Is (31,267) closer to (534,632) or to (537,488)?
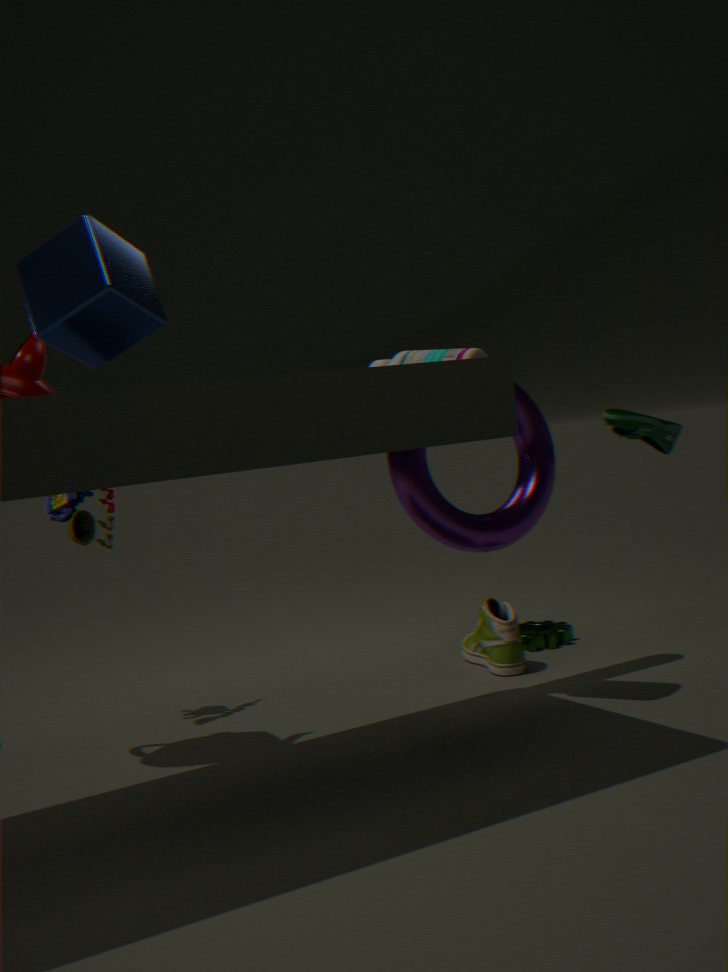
(537,488)
